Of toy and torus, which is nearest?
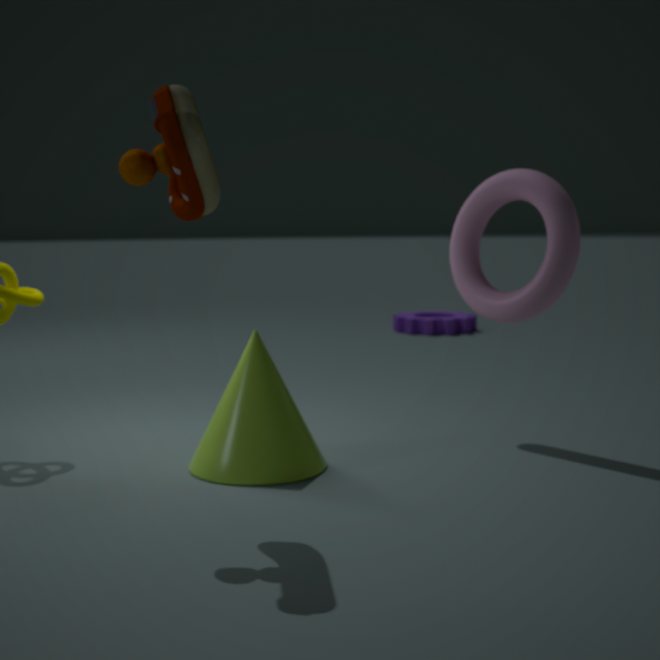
toy
